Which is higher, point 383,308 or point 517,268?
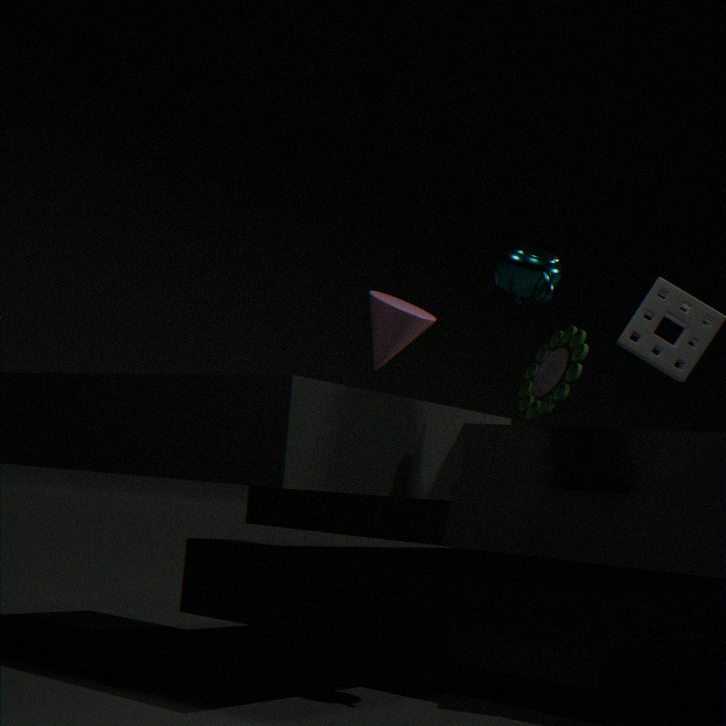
point 517,268
